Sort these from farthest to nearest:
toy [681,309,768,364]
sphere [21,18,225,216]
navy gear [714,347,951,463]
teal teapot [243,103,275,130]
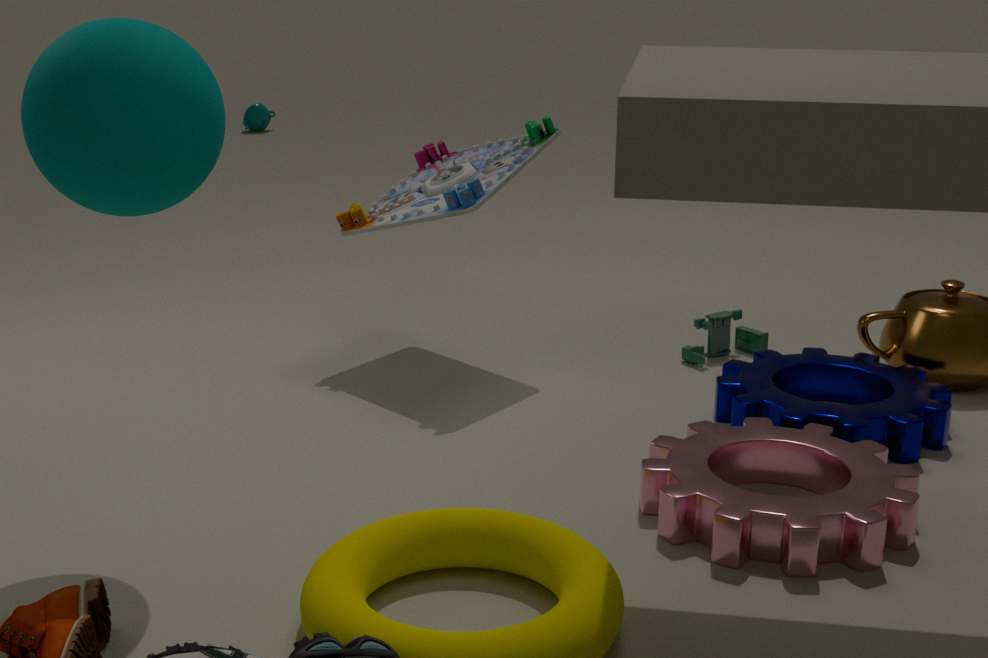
teal teapot [243,103,275,130], toy [681,309,768,364], navy gear [714,347,951,463], sphere [21,18,225,216]
